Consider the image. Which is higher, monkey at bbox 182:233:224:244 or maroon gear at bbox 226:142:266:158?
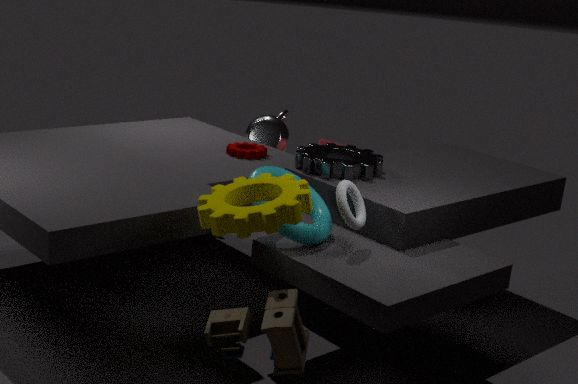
maroon gear at bbox 226:142:266:158
